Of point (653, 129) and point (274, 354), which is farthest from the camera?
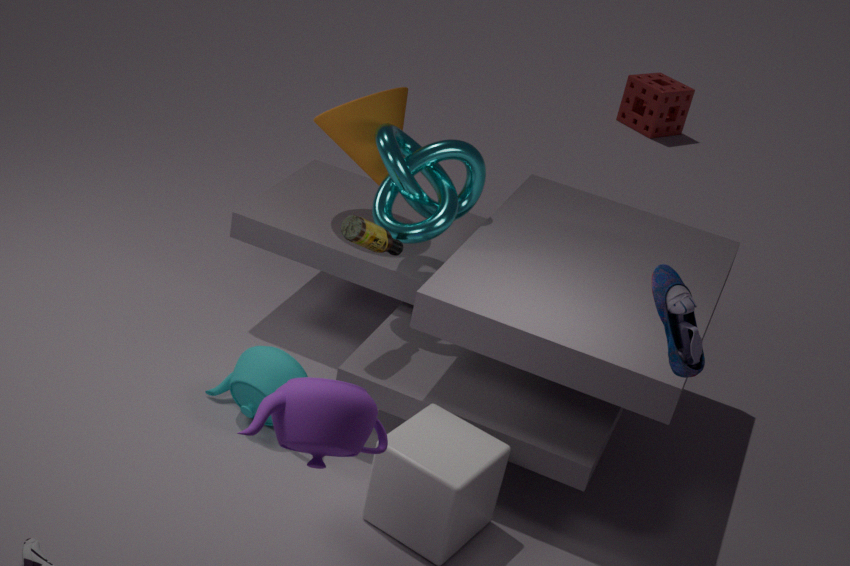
point (653, 129)
